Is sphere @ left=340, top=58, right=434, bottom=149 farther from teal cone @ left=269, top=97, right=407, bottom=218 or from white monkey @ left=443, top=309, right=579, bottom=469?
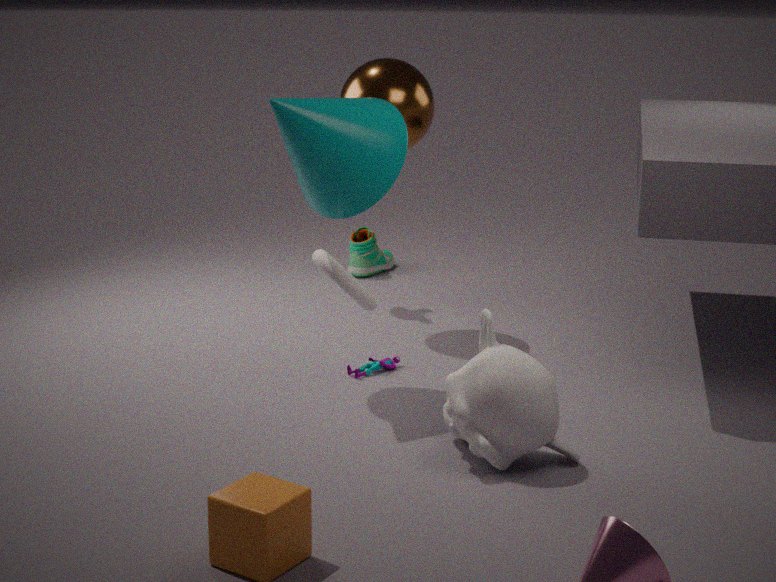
white monkey @ left=443, top=309, right=579, bottom=469
